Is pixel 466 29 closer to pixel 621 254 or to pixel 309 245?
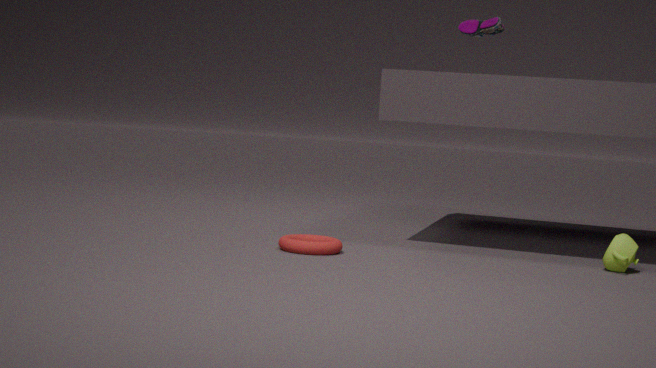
pixel 621 254
